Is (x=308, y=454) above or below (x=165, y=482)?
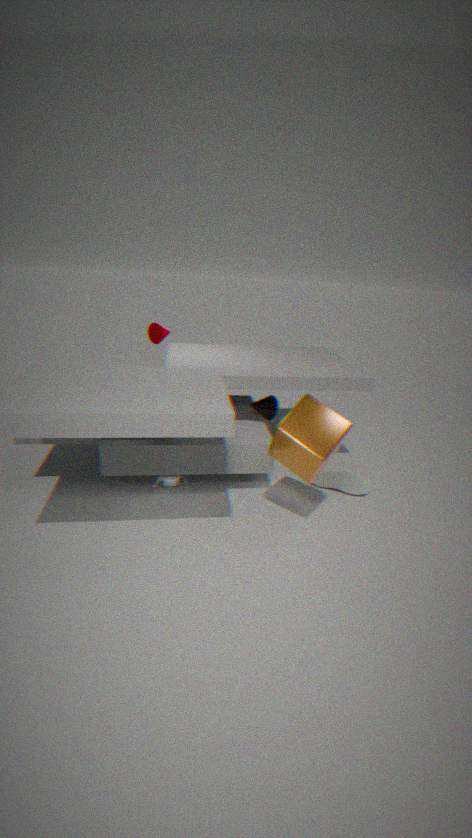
above
